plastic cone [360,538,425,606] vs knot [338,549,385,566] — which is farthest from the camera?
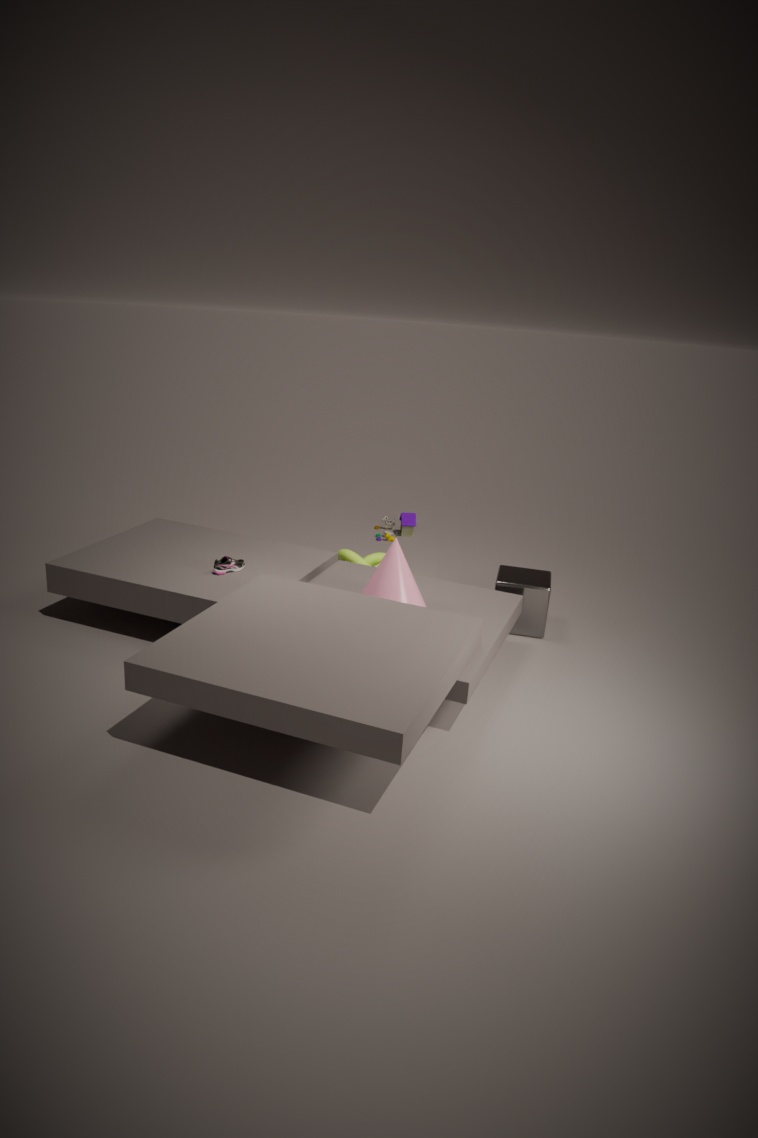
knot [338,549,385,566]
